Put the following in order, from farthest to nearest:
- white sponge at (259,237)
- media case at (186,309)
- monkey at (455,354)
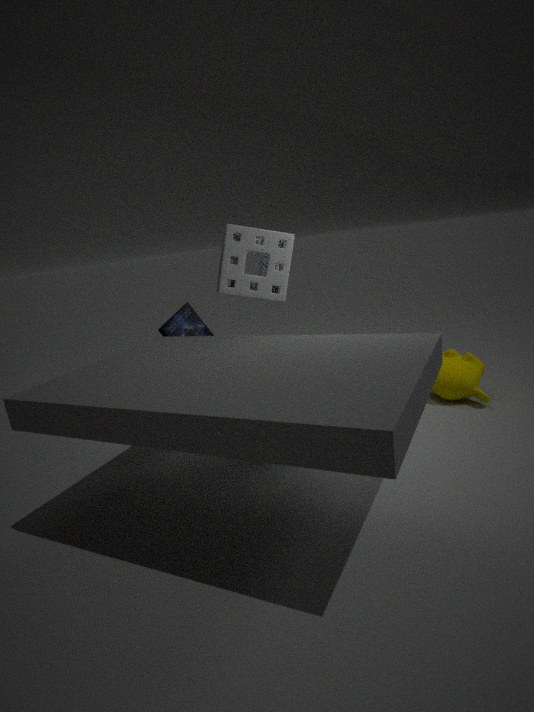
monkey at (455,354) → media case at (186,309) → white sponge at (259,237)
